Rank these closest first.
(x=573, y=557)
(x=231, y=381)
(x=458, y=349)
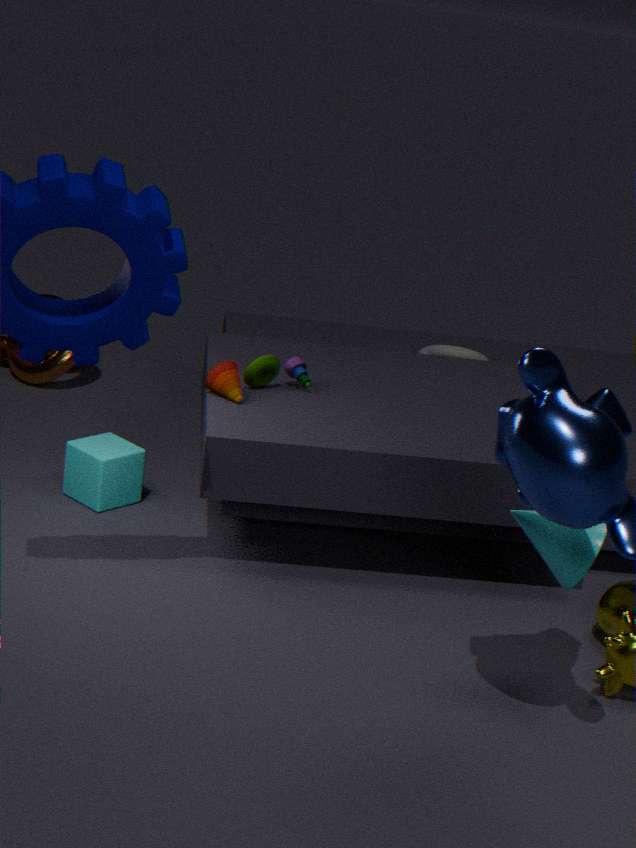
(x=573, y=557) → (x=231, y=381) → (x=458, y=349)
